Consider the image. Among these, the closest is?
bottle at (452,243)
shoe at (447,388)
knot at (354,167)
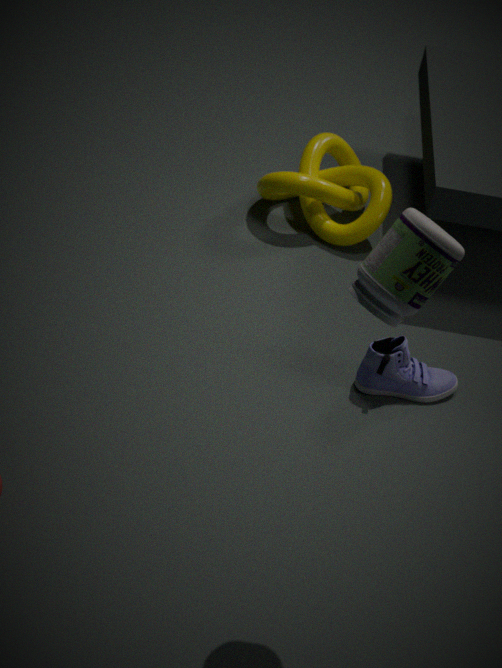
bottle at (452,243)
